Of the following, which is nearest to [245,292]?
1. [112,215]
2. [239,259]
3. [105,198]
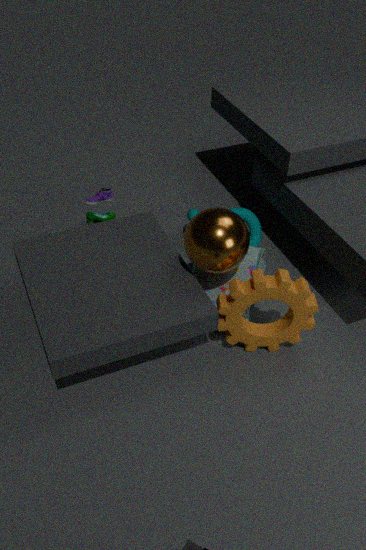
[239,259]
